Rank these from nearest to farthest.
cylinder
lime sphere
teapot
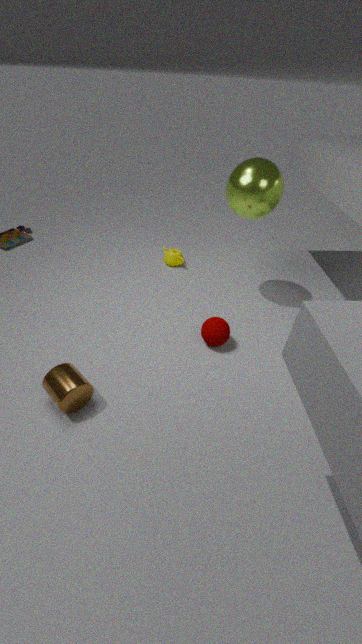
cylinder → lime sphere → teapot
